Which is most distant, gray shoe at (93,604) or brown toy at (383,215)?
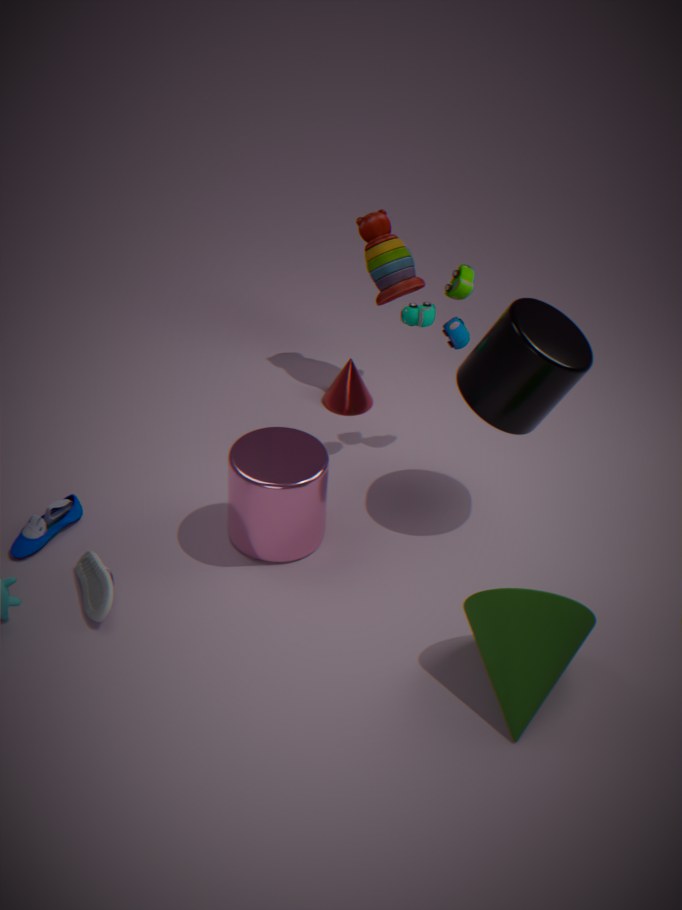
brown toy at (383,215)
